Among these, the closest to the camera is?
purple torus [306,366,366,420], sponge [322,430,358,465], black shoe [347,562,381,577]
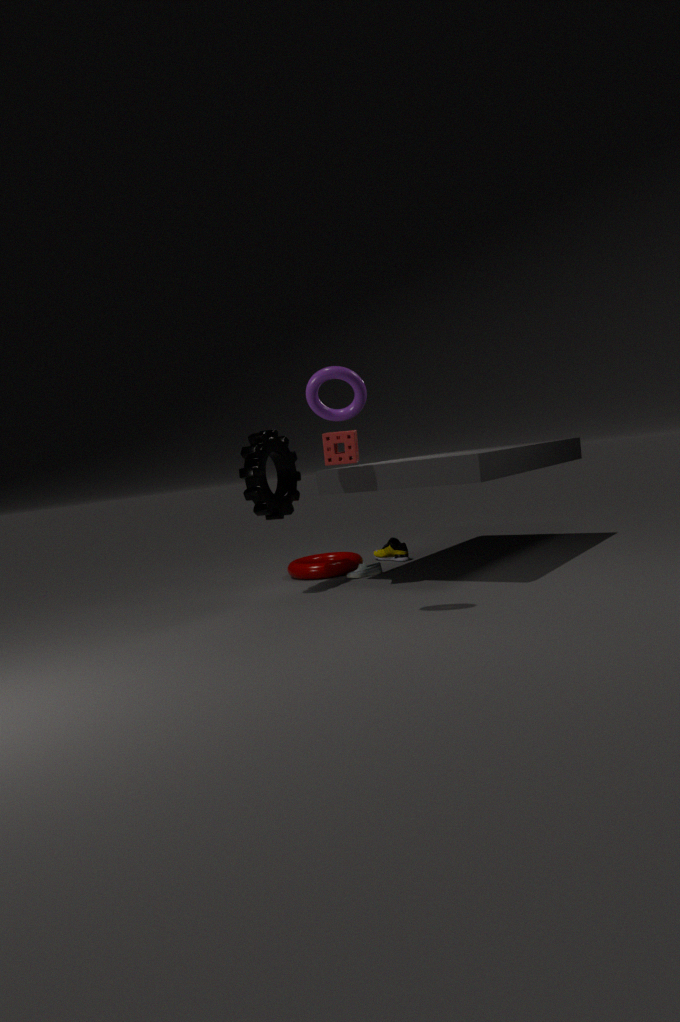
purple torus [306,366,366,420]
